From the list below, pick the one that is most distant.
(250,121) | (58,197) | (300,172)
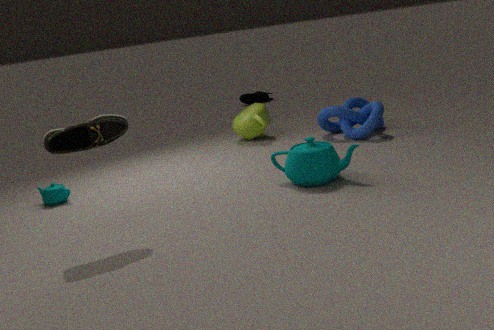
(250,121)
